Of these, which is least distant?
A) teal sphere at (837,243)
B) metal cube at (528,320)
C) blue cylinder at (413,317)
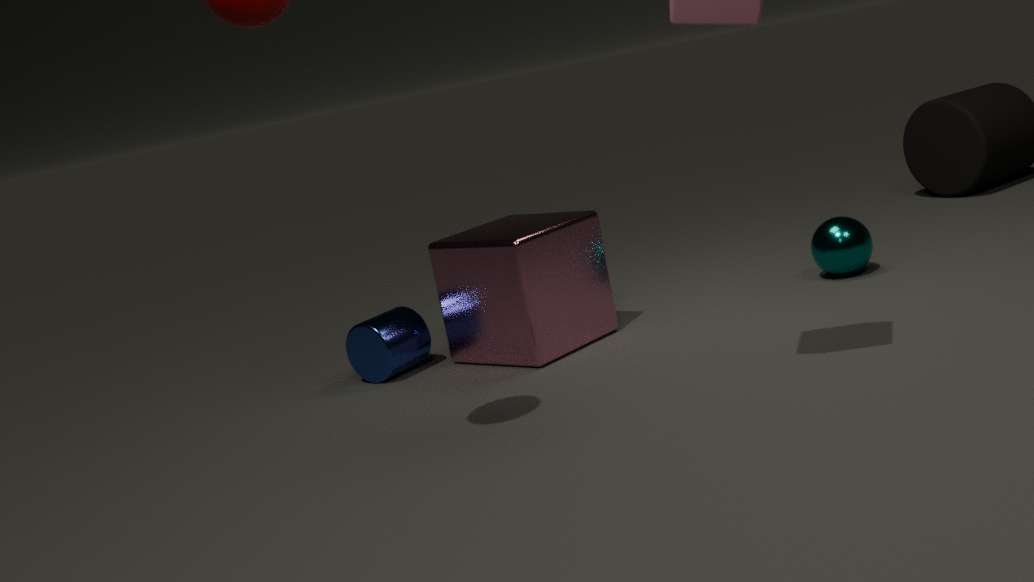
metal cube at (528,320)
